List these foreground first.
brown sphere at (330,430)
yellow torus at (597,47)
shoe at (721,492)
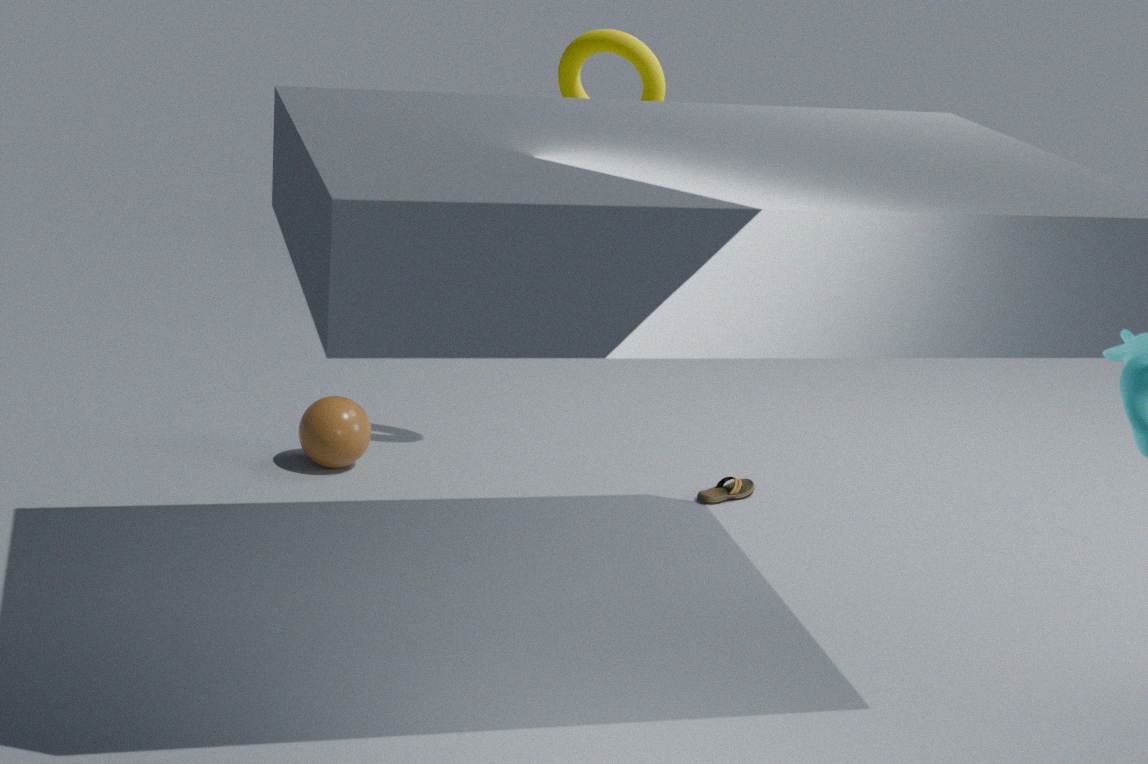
yellow torus at (597,47) → brown sphere at (330,430) → shoe at (721,492)
